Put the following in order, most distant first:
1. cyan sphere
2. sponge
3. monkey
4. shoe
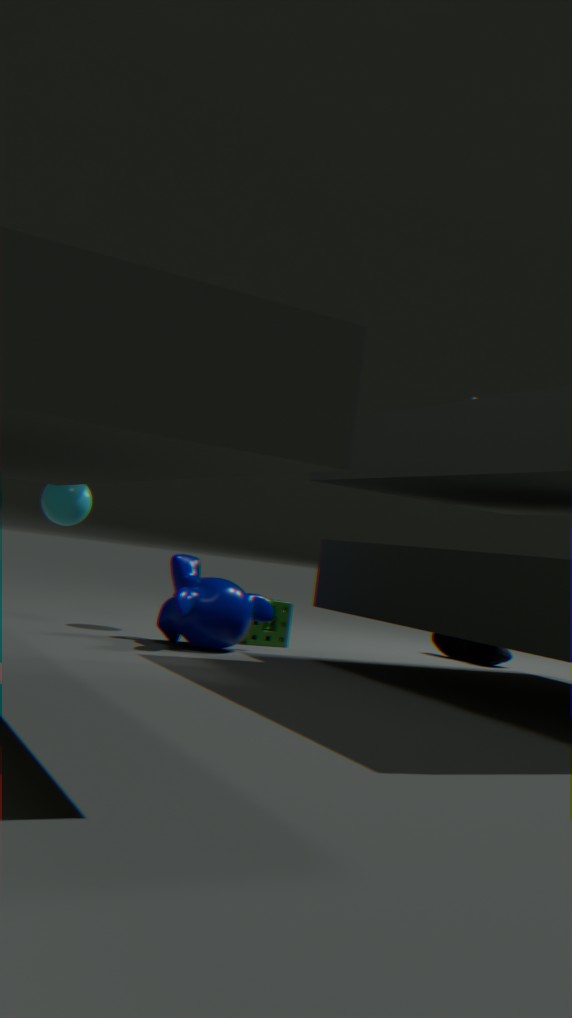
shoe, sponge, cyan sphere, monkey
